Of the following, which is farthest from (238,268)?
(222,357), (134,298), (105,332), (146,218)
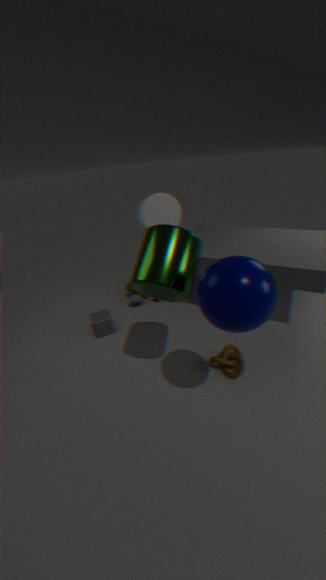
(134,298)
